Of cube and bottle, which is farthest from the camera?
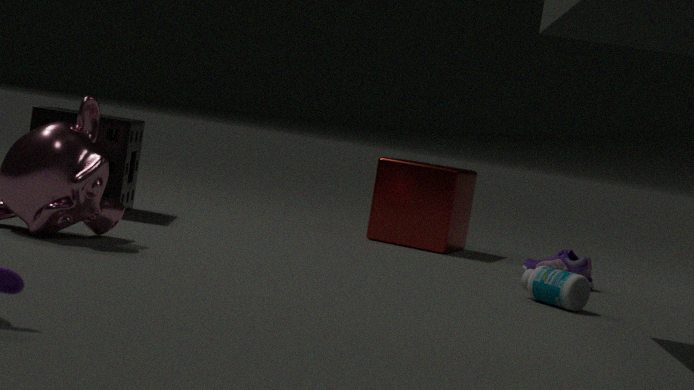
cube
